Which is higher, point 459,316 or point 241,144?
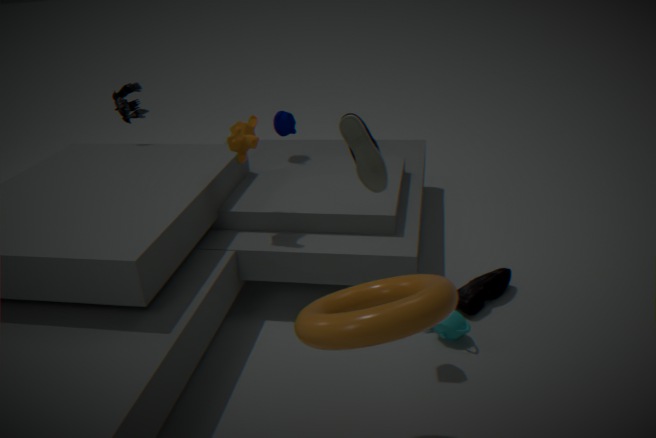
point 241,144
